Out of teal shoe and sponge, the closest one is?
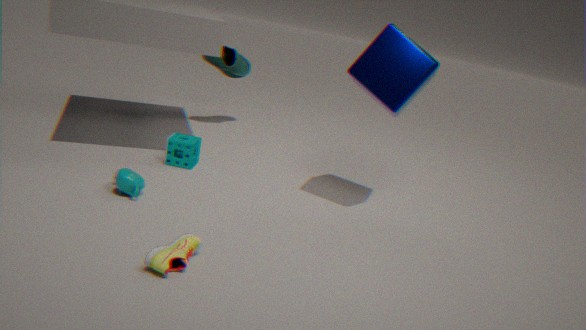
sponge
